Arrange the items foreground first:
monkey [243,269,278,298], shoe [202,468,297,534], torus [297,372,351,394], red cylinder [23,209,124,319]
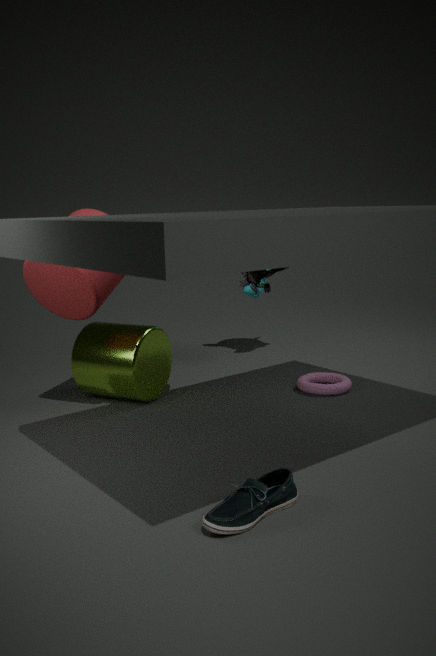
1. shoe [202,468,297,534]
2. red cylinder [23,209,124,319]
3. torus [297,372,351,394]
4. monkey [243,269,278,298]
